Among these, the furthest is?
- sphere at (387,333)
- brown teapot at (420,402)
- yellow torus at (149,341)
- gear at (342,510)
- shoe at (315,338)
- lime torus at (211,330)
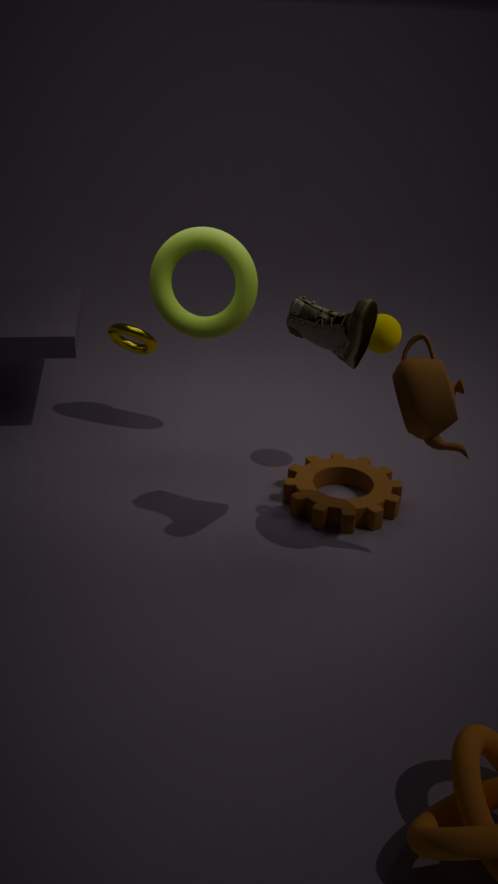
yellow torus at (149,341)
